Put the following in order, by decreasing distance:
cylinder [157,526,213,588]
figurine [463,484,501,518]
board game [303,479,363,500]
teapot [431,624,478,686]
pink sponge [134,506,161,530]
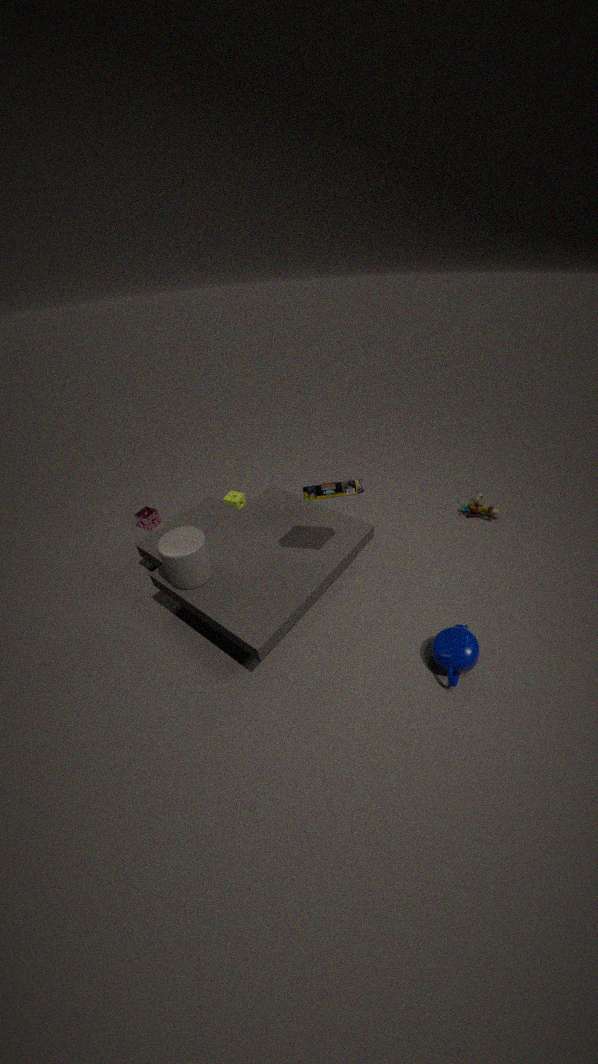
pink sponge [134,506,161,530], figurine [463,484,501,518], cylinder [157,526,213,588], board game [303,479,363,500], teapot [431,624,478,686]
